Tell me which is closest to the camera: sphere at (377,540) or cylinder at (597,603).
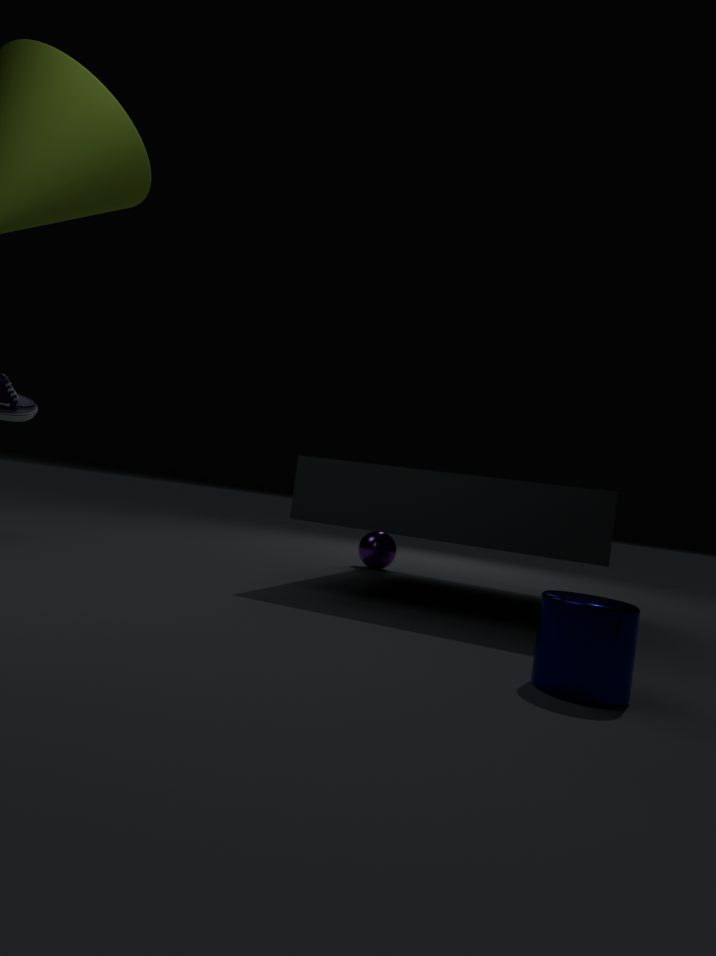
cylinder at (597,603)
